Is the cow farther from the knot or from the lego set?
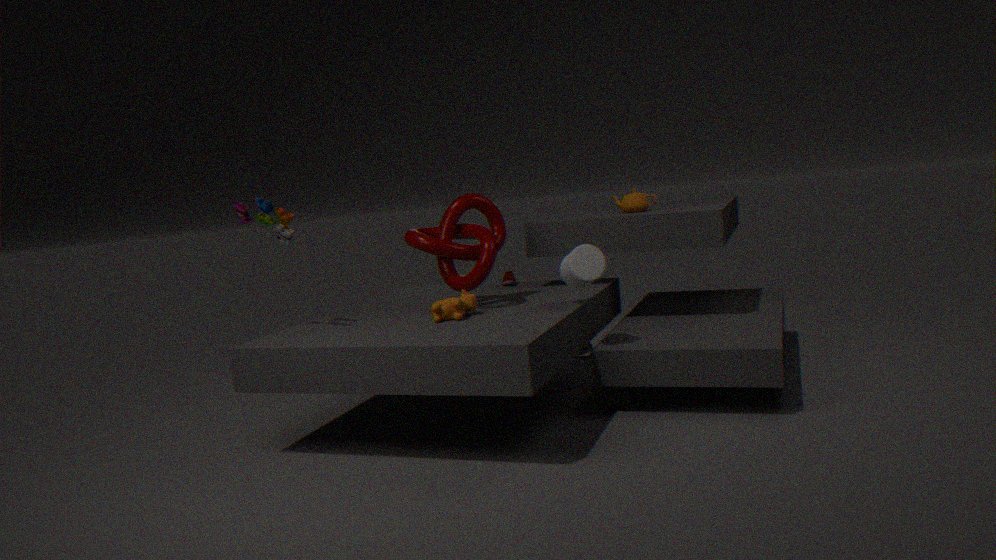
the lego set
